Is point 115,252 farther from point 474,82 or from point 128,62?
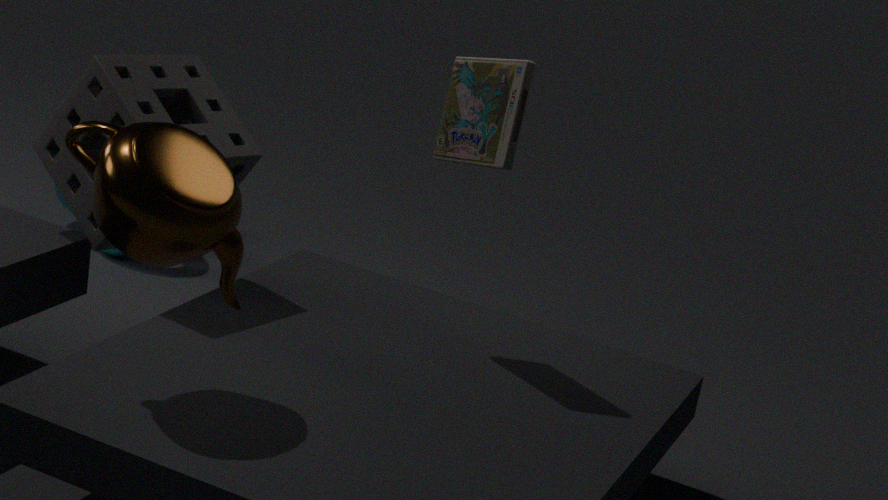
point 474,82
